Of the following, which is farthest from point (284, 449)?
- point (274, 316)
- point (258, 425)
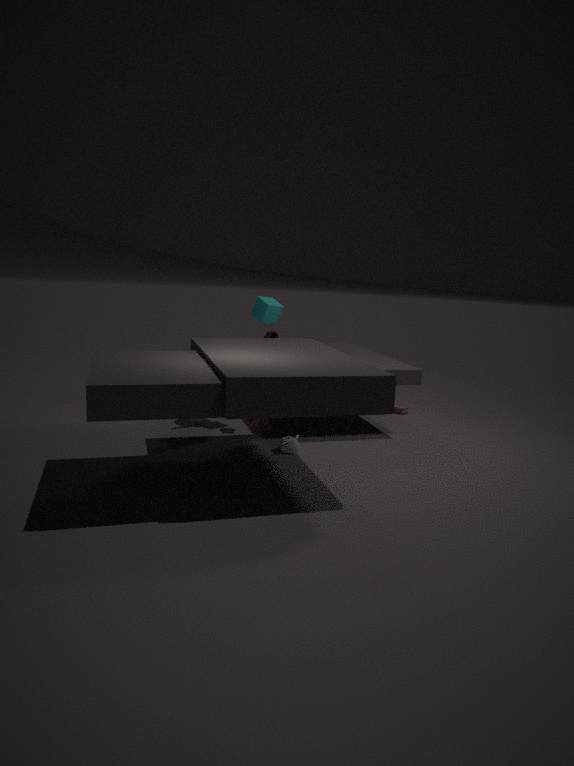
point (274, 316)
